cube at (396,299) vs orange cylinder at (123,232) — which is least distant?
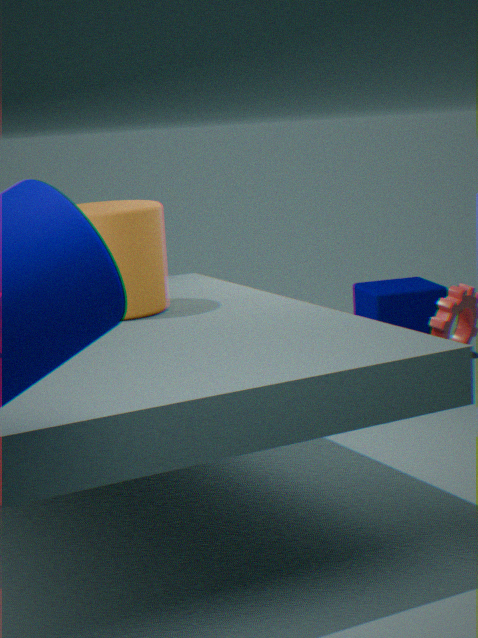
orange cylinder at (123,232)
